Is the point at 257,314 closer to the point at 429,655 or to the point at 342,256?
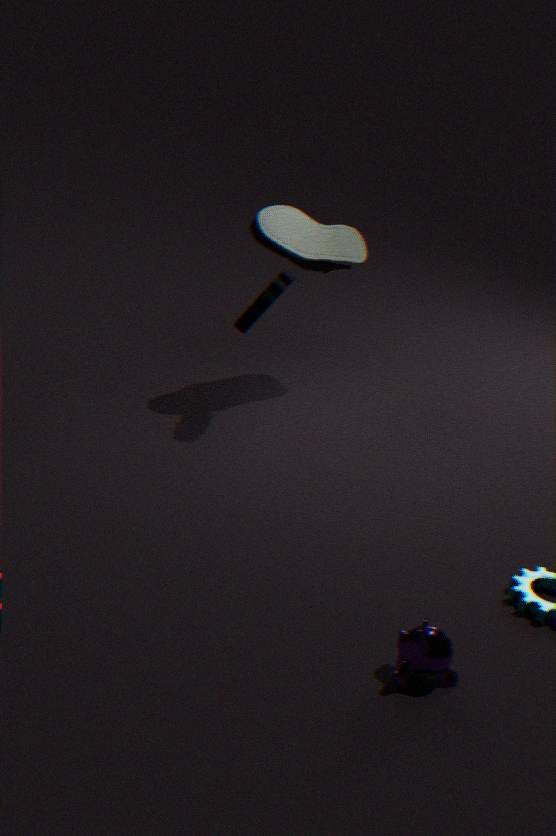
the point at 342,256
